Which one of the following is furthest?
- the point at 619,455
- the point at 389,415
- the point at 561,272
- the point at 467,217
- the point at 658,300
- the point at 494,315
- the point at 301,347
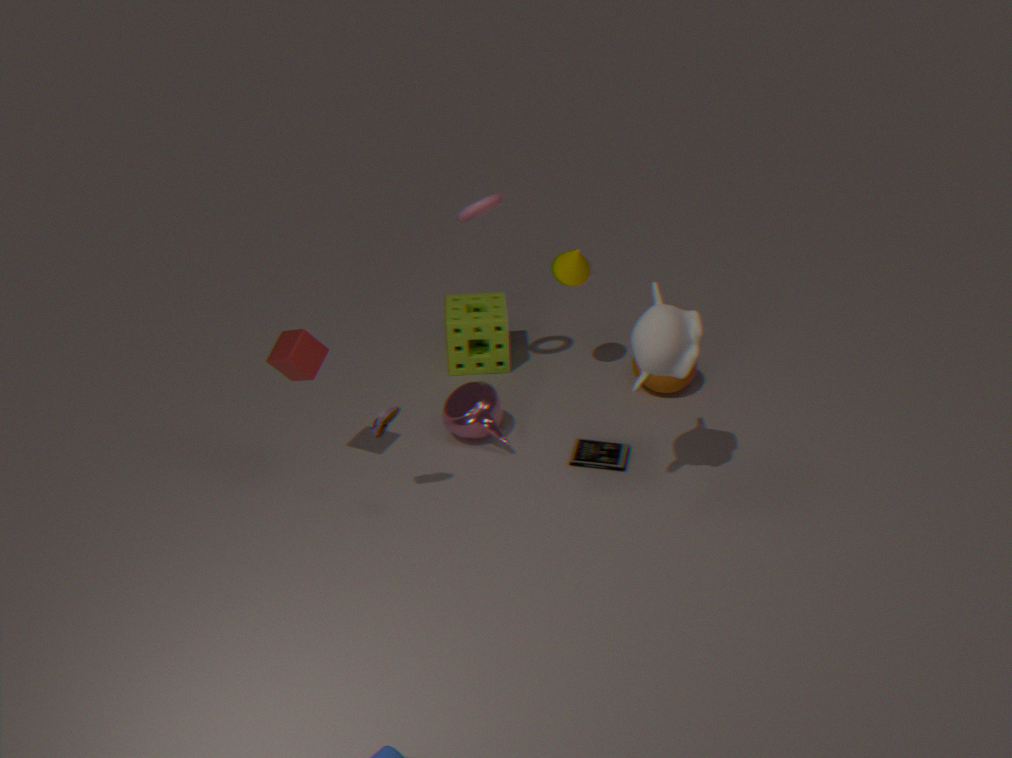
the point at 494,315
